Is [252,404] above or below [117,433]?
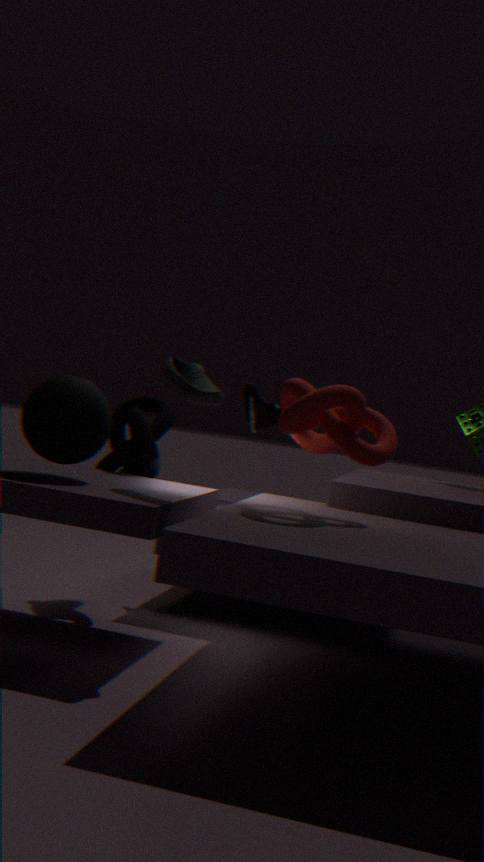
above
